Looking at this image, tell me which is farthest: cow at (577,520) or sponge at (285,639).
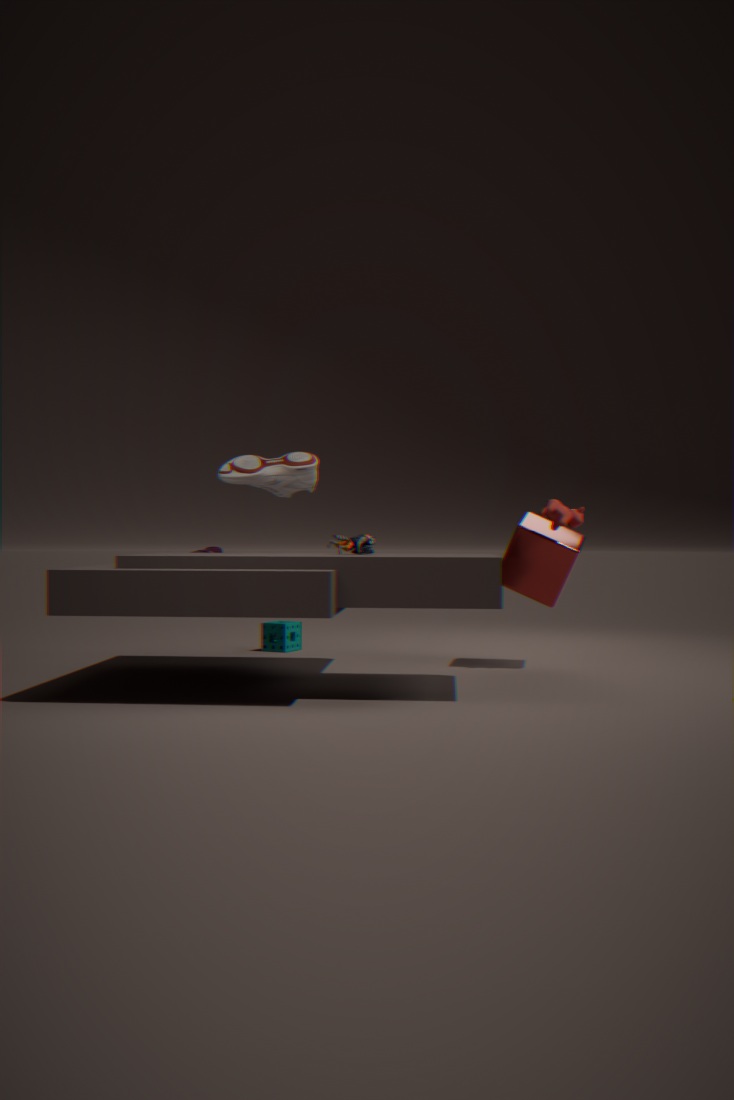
sponge at (285,639)
